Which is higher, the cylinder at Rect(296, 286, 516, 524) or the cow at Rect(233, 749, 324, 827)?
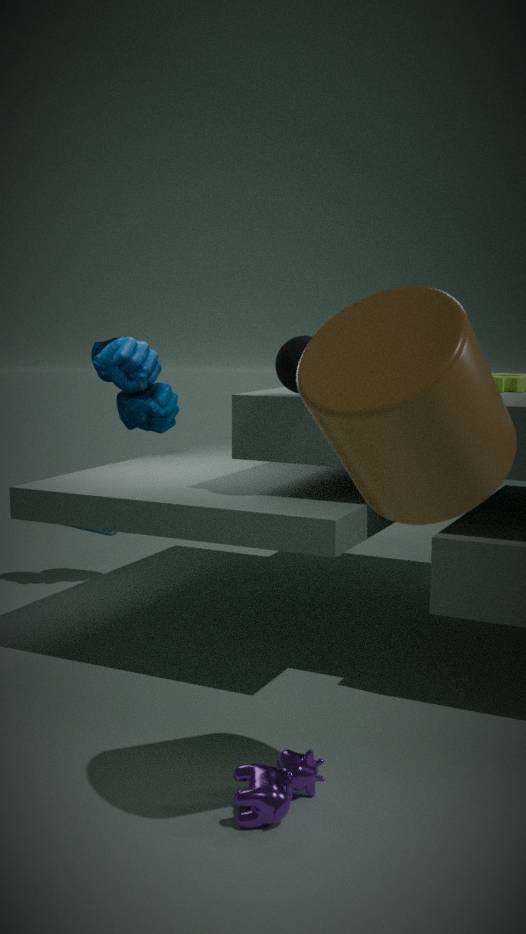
the cylinder at Rect(296, 286, 516, 524)
